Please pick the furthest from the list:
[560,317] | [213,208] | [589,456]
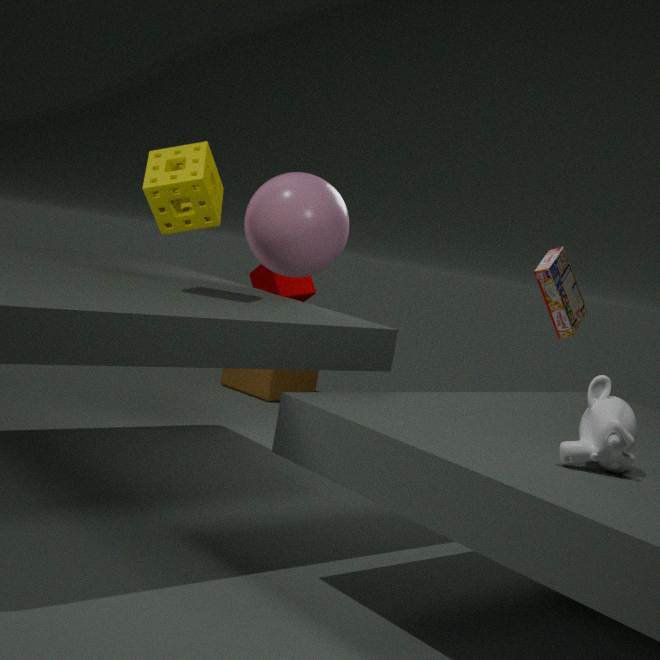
[560,317]
